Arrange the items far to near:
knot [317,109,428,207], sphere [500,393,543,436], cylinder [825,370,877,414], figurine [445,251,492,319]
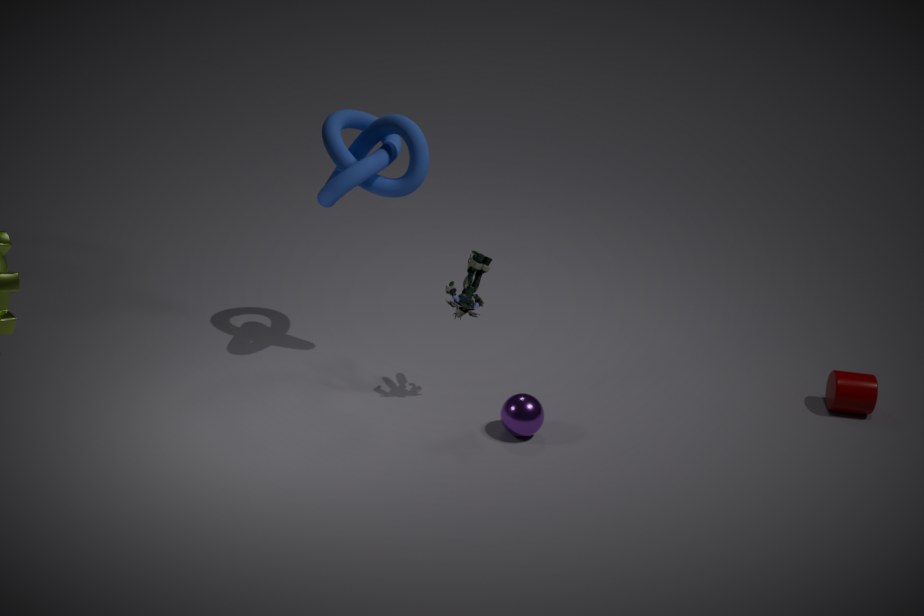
cylinder [825,370,877,414] < knot [317,109,428,207] < figurine [445,251,492,319] < sphere [500,393,543,436]
